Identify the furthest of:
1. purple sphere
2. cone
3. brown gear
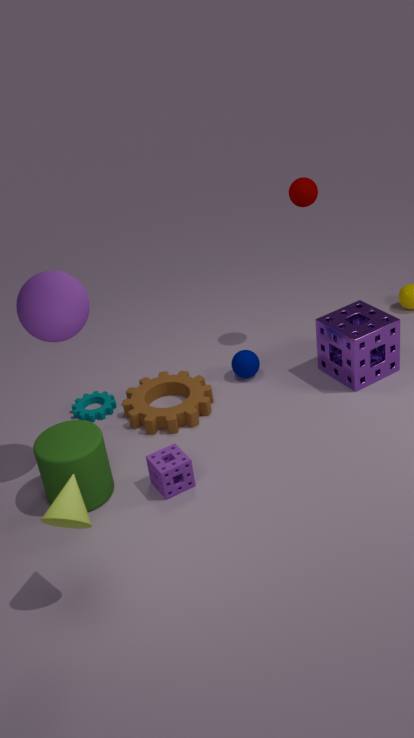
brown gear
